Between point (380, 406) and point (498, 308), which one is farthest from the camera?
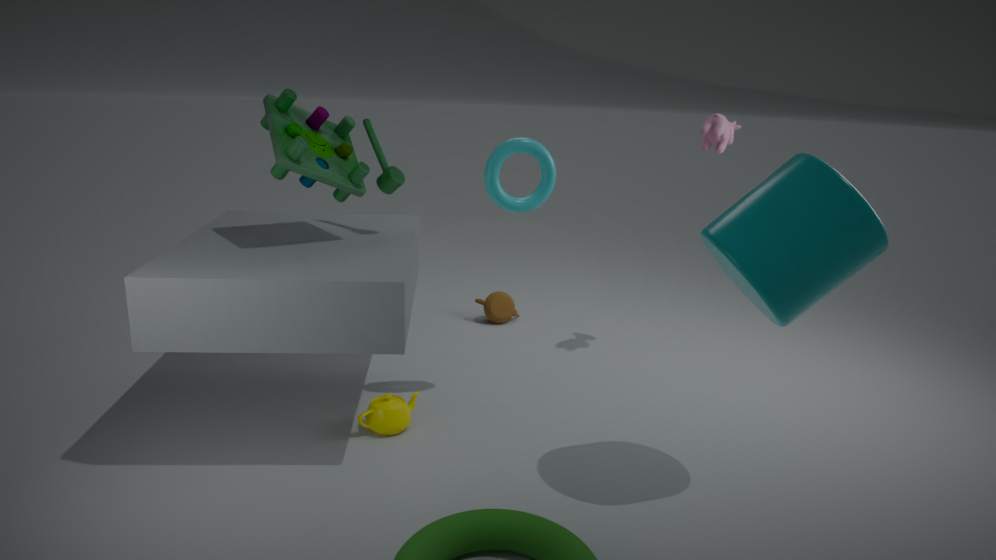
point (498, 308)
